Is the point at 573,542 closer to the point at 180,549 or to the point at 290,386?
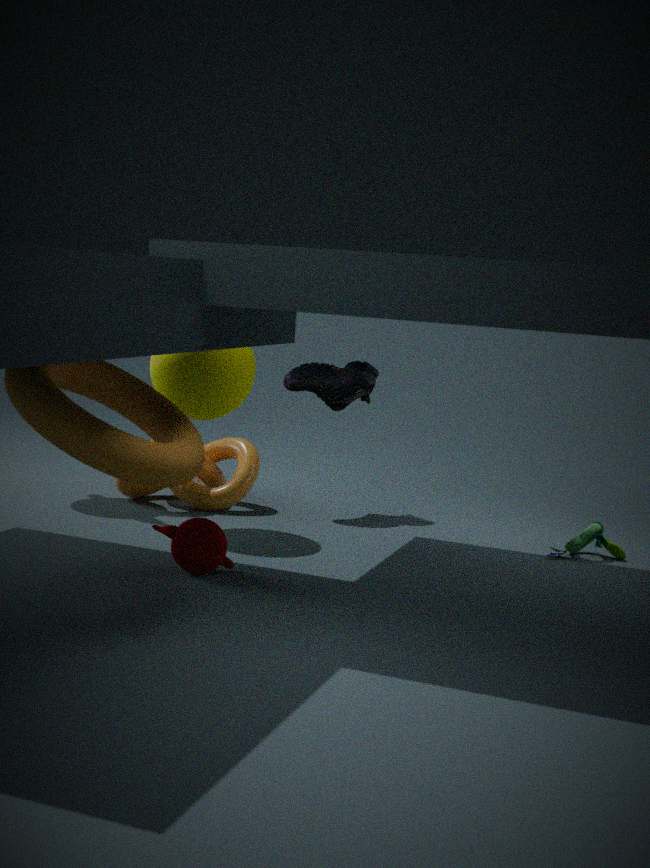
the point at 290,386
